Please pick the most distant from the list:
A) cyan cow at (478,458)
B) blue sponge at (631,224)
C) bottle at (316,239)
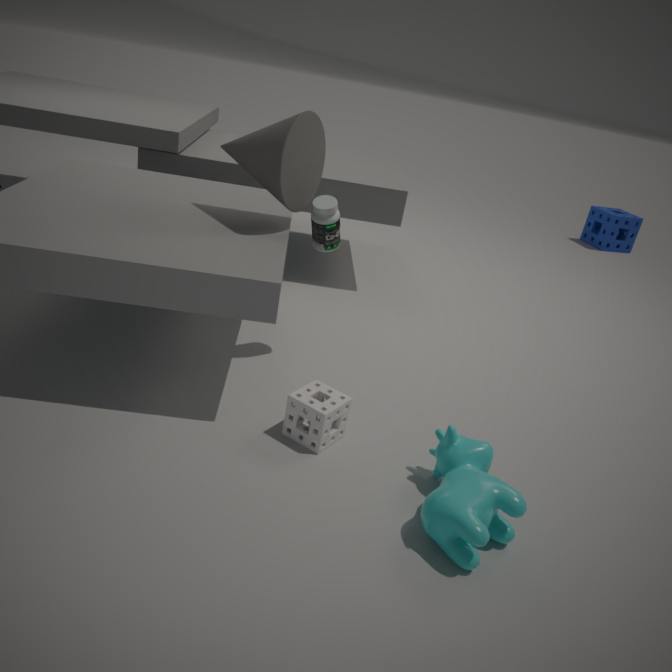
blue sponge at (631,224)
